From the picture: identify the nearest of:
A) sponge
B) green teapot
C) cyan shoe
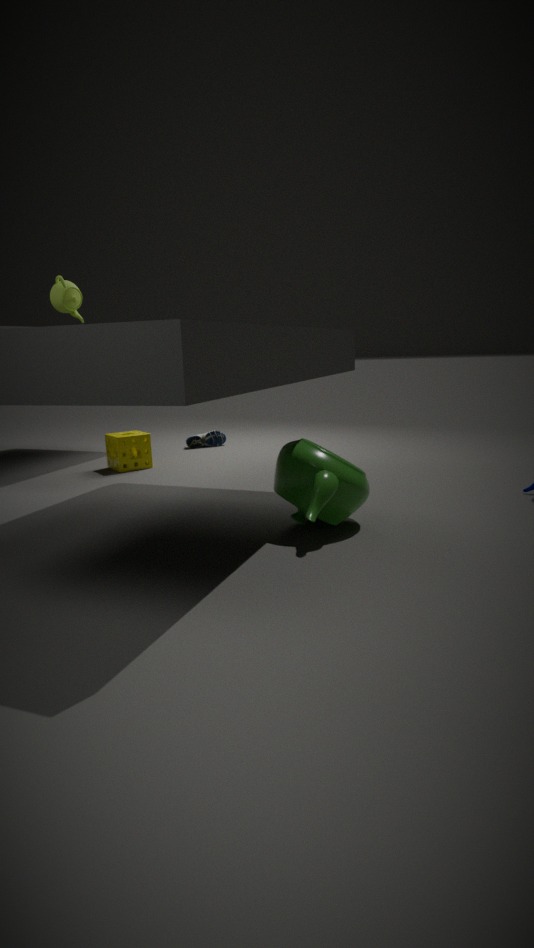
green teapot
